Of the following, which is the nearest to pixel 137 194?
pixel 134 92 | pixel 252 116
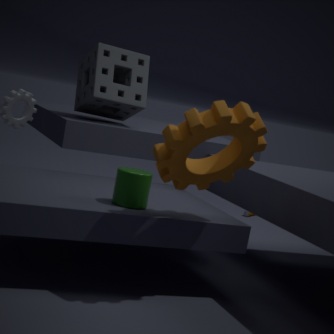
pixel 252 116
